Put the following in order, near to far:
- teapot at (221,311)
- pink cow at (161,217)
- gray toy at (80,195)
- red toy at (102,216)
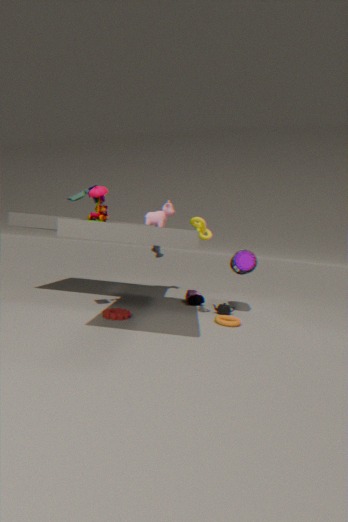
red toy at (102,216) < gray toy at (80,195) < teapot at (221,311) < pink cow at (161,217)
